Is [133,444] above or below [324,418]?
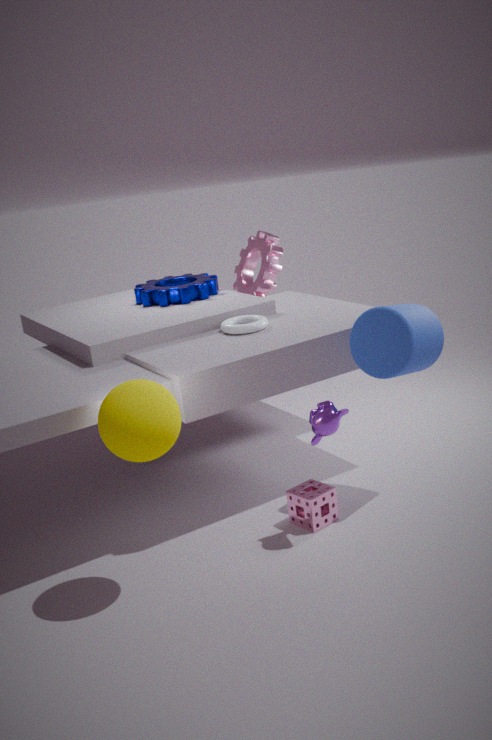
above
